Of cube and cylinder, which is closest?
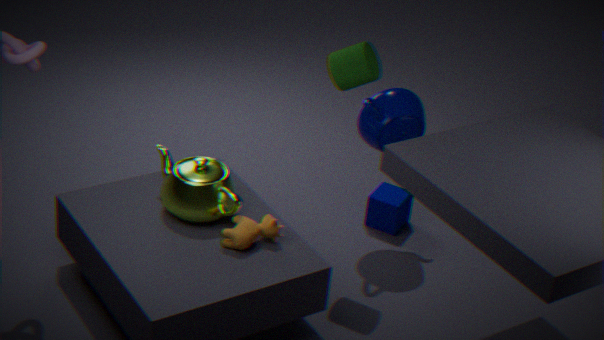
cylinder
